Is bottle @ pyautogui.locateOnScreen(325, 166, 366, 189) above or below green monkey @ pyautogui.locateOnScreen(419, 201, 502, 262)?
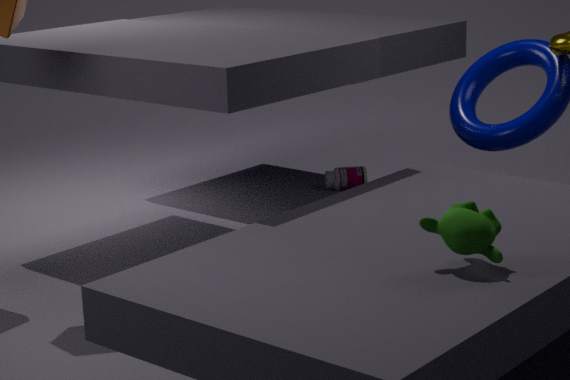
below
